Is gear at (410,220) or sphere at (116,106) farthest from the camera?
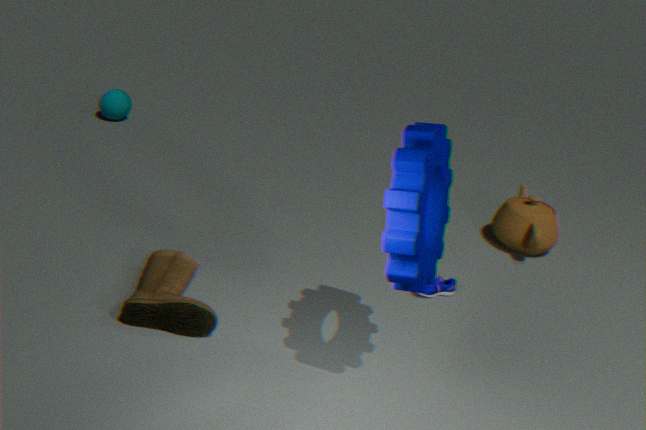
sphere at (116,106)
